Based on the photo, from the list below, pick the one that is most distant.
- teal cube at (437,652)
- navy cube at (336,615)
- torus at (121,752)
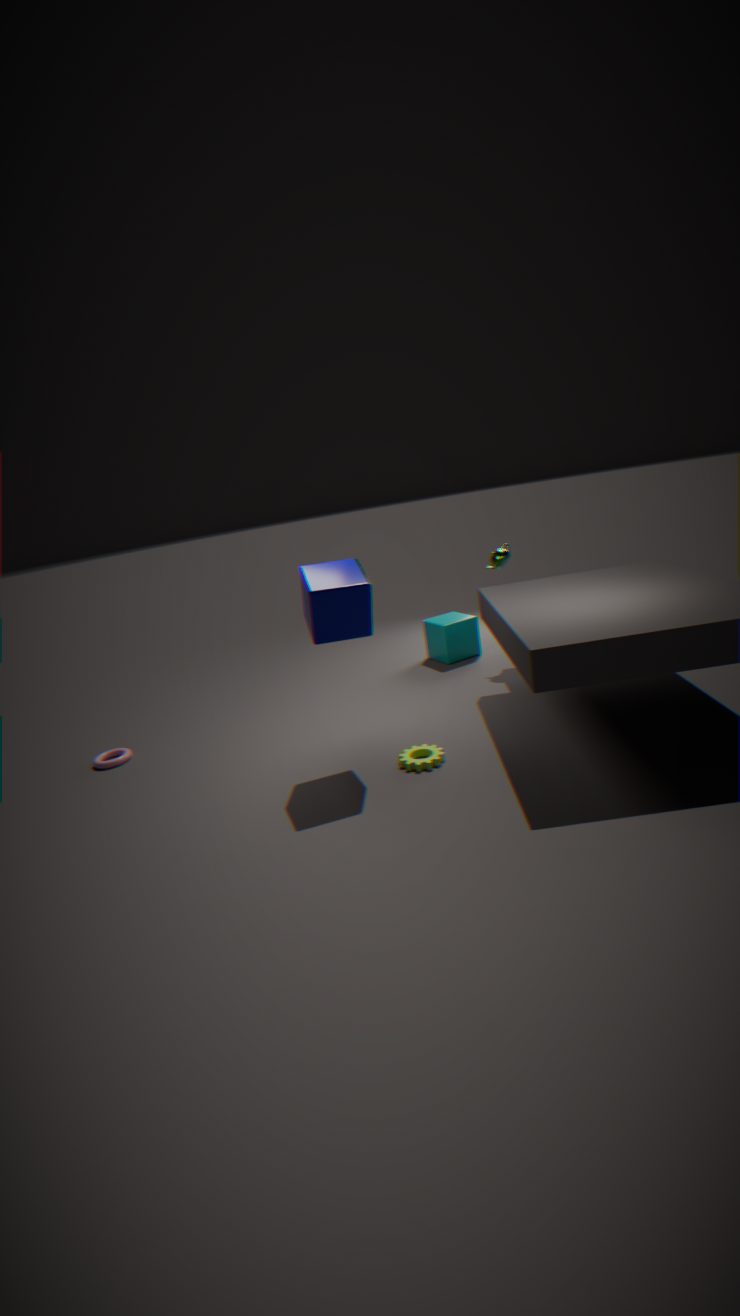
teal cube at (437,652)
